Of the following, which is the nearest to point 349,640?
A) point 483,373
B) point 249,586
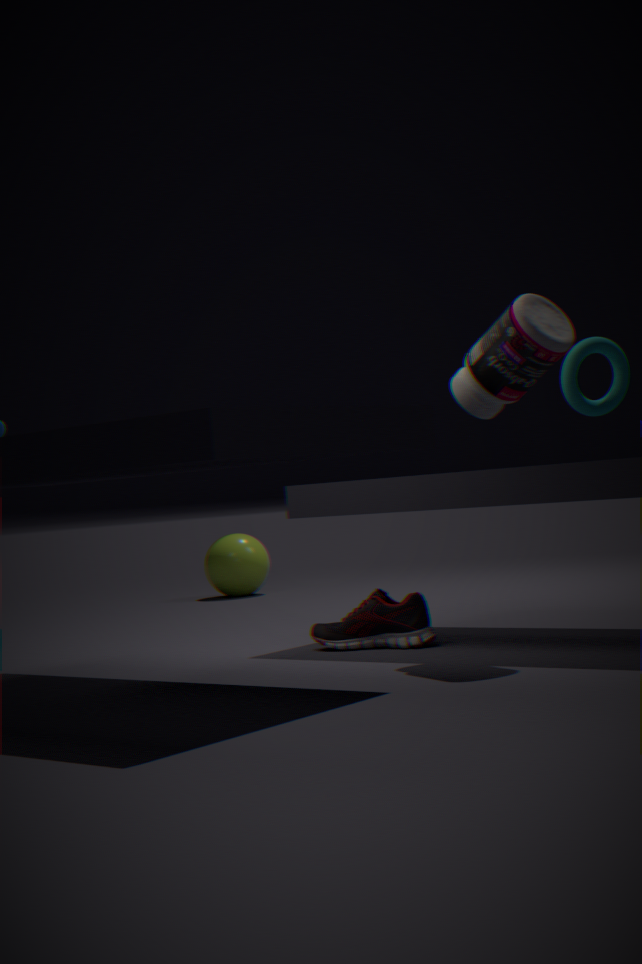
point 483,373
